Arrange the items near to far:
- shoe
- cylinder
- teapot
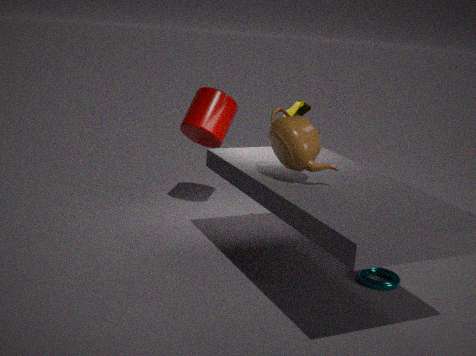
teapot < shoe < cylinder
